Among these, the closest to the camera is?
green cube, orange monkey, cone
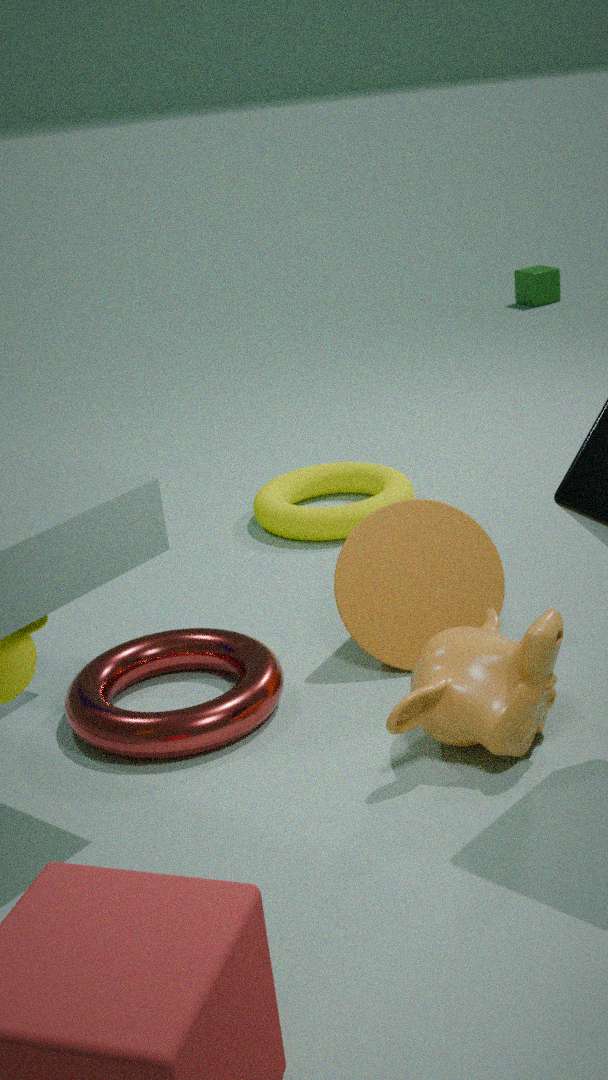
orange monkey
